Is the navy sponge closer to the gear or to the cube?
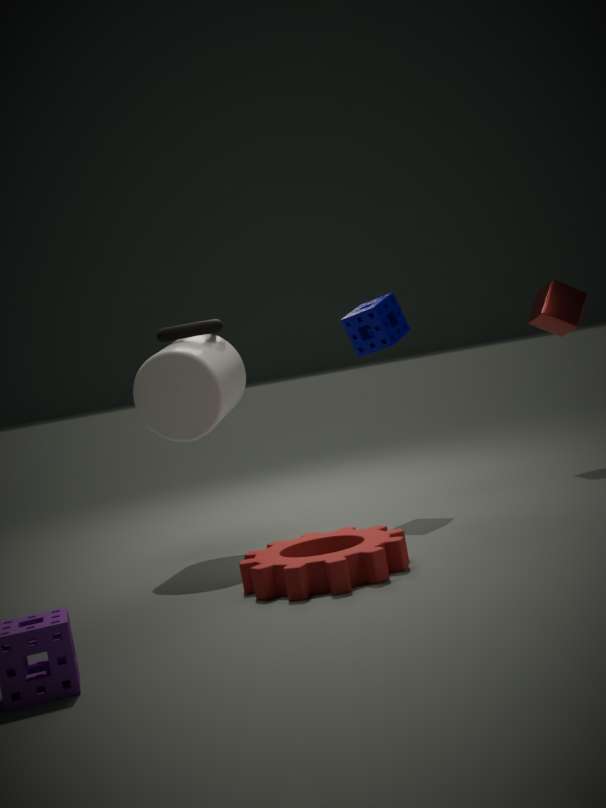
the cube
